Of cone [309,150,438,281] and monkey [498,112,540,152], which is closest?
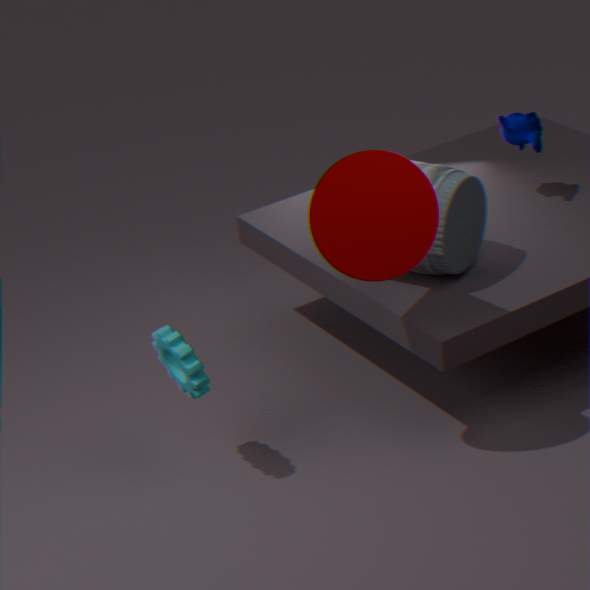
cone [309,150,438,281]
